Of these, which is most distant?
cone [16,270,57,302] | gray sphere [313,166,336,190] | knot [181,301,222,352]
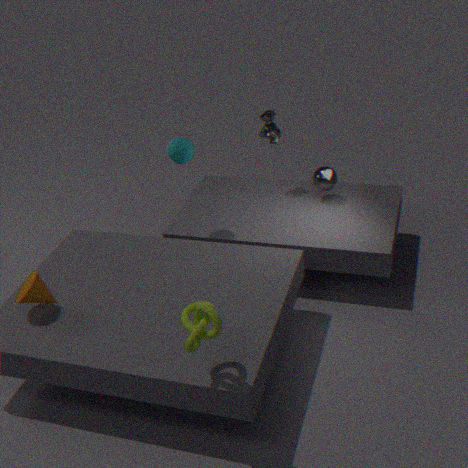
gray sphere [313,166,336,190]
